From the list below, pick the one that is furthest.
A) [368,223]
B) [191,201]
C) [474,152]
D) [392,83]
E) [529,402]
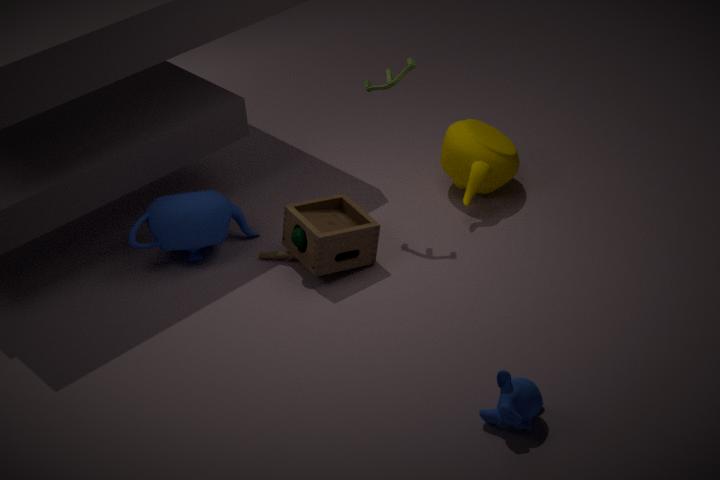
[474,152]
